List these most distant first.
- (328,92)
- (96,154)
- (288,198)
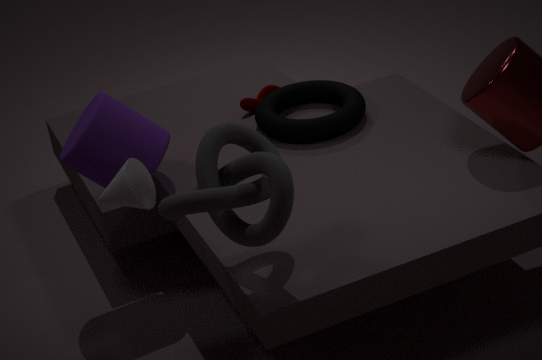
(328,92)
(96,154)
(288,198)
